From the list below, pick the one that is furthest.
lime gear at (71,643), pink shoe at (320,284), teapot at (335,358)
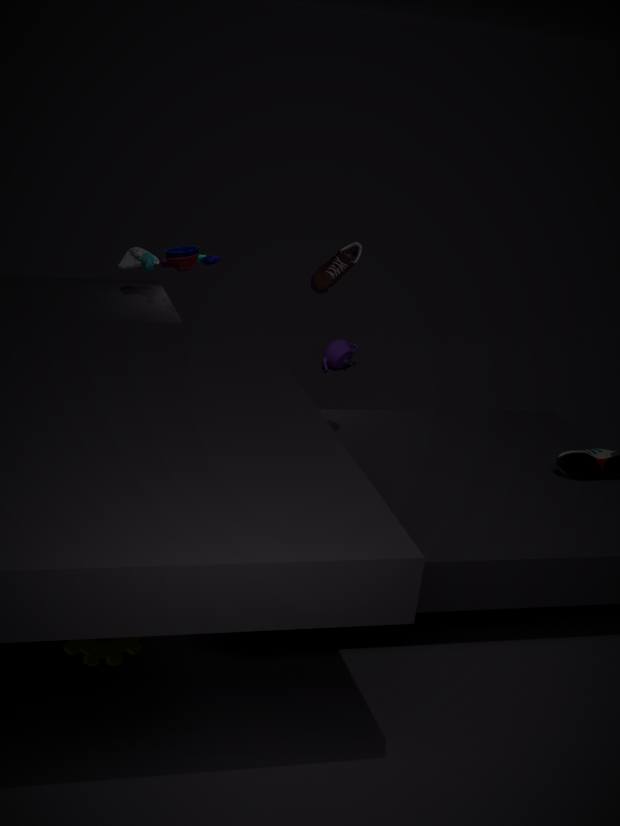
teapot at (335,358)
